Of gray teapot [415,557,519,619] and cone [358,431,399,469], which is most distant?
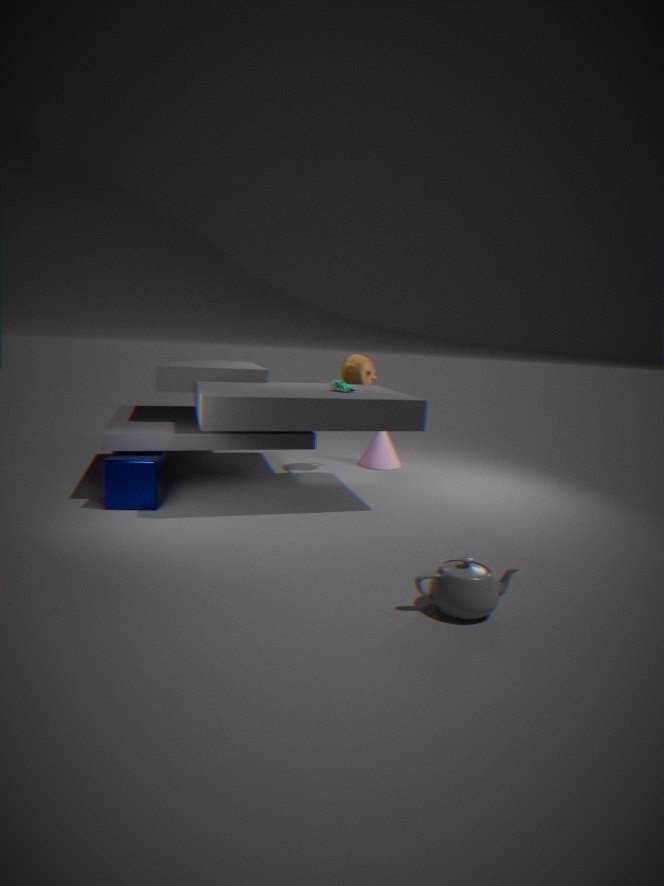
cone [358,431,399,469]
